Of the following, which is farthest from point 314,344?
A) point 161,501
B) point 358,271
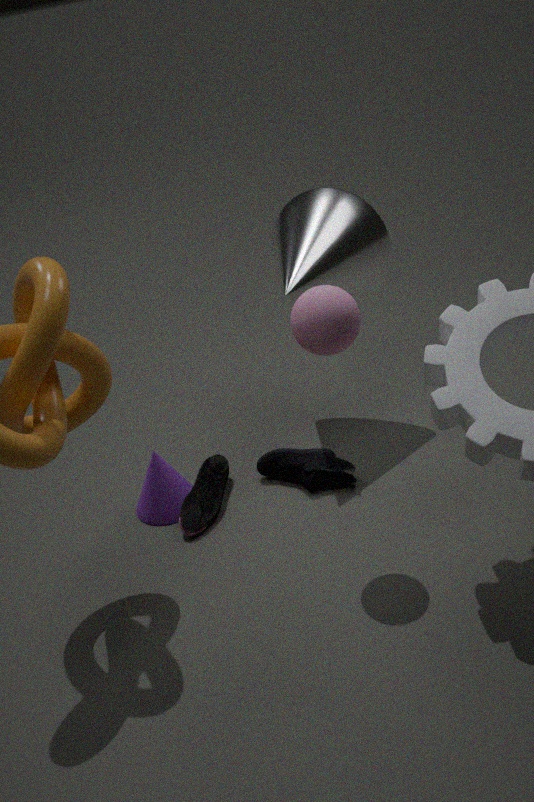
point 161,501
